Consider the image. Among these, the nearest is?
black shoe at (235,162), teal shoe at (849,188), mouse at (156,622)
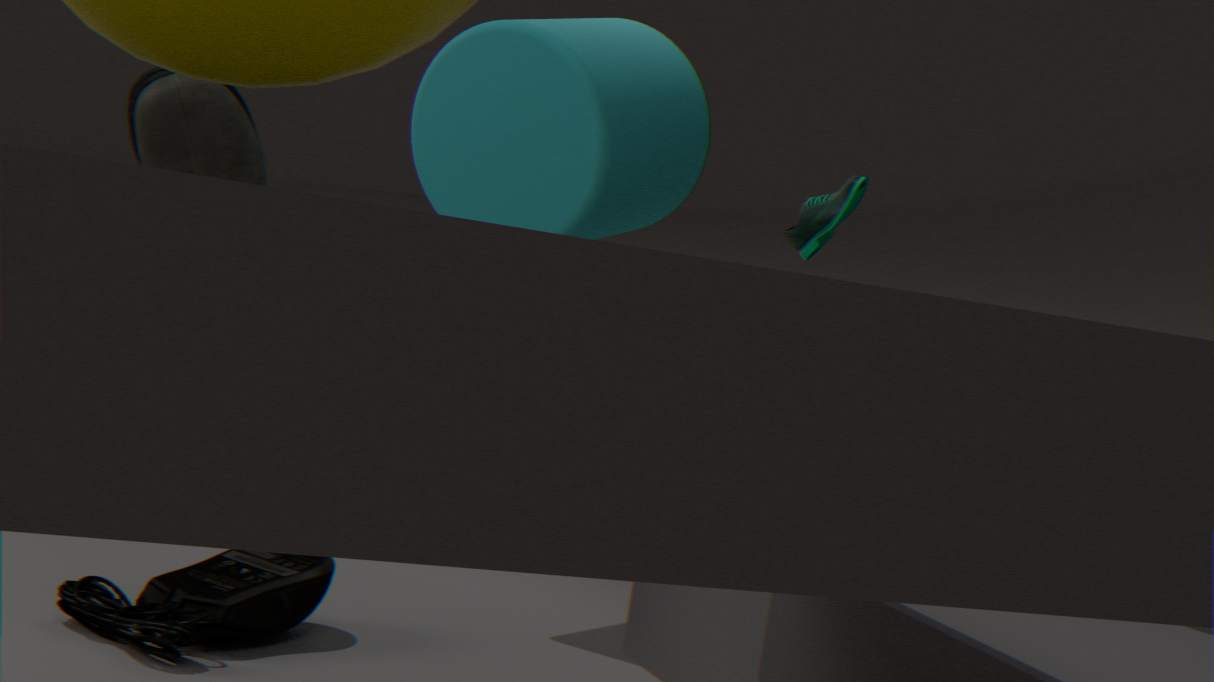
black shoe at (235,162)
